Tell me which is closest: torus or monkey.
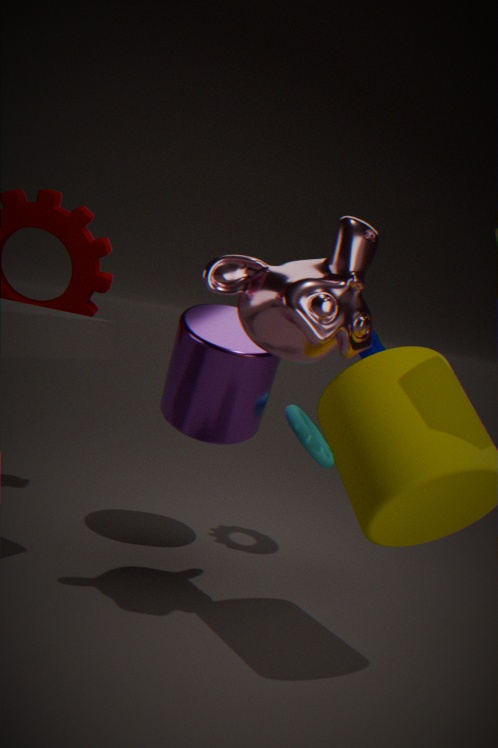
monkey
